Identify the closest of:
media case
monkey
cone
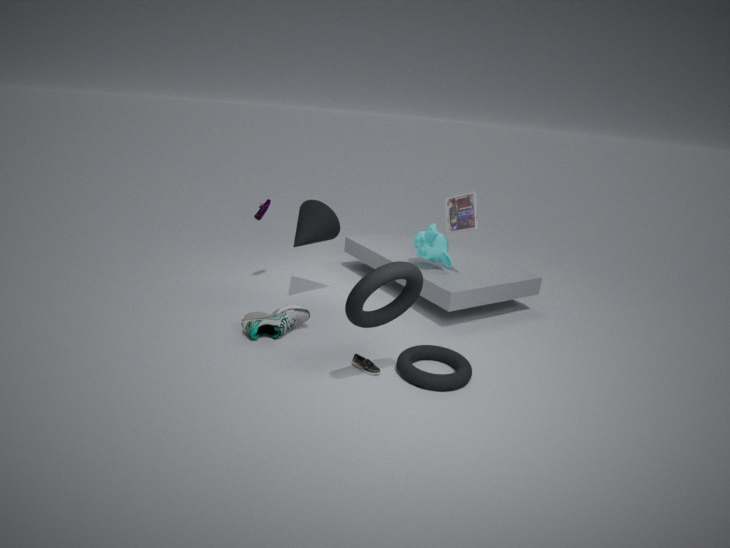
media case
